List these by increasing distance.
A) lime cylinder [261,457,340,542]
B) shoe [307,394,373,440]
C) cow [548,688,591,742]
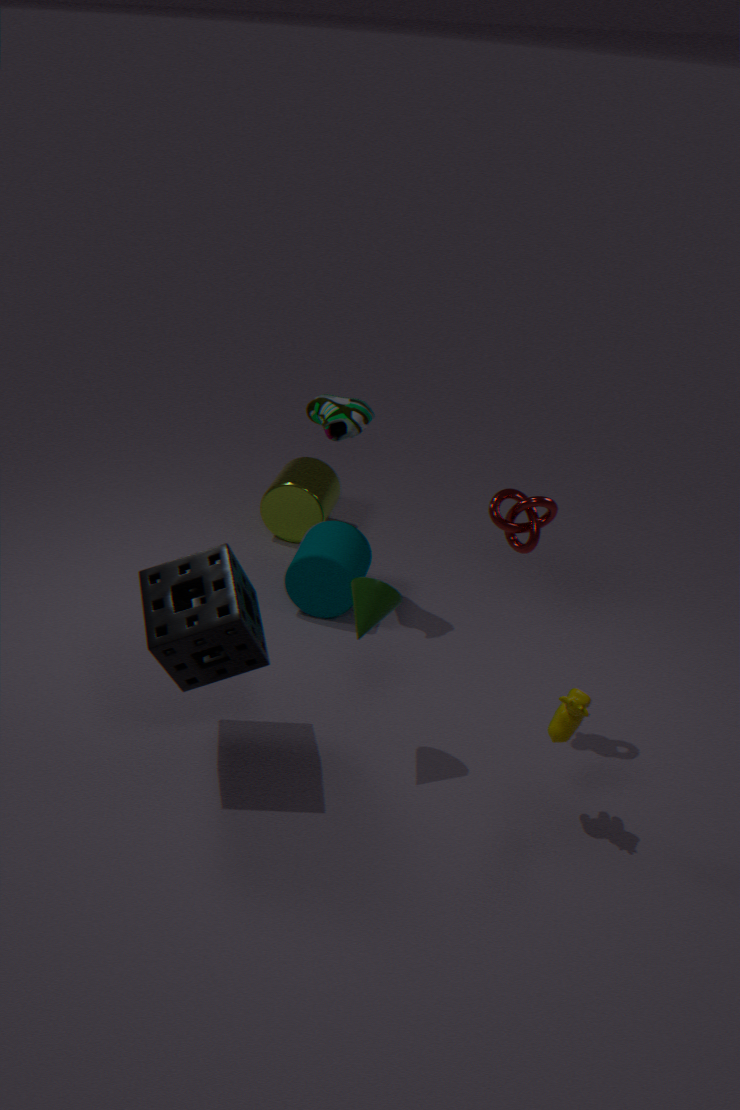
cow [548,688,591,742]
shoe [307,394,373,440]
lime cylinder [261,457,340,542]
